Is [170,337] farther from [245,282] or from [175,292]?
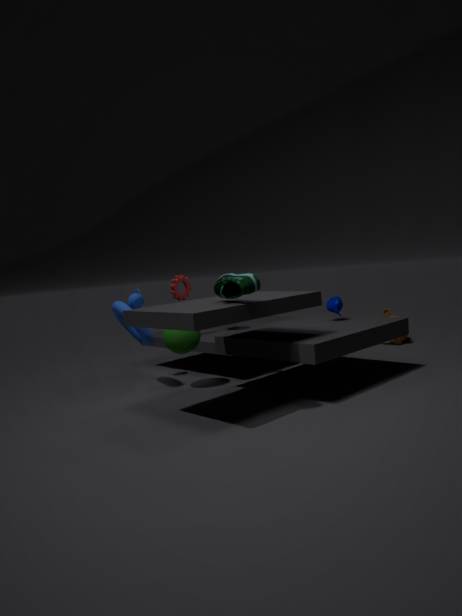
[245,282]
